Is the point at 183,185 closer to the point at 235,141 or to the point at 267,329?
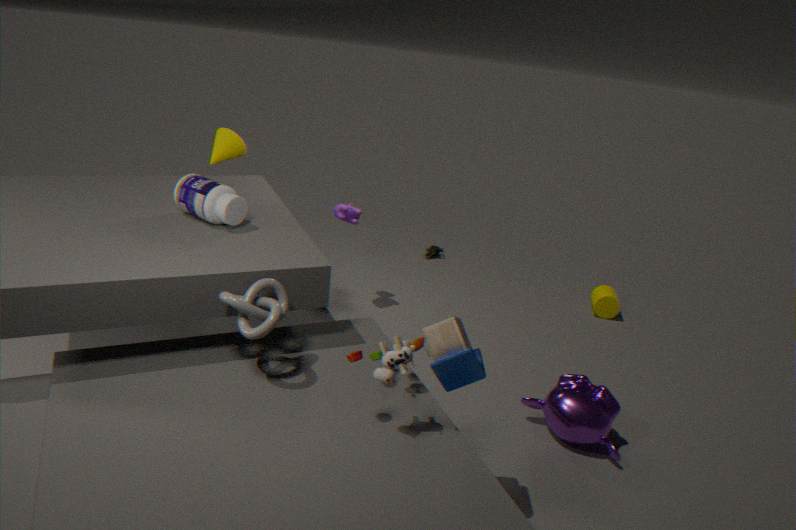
the point at 267,329
